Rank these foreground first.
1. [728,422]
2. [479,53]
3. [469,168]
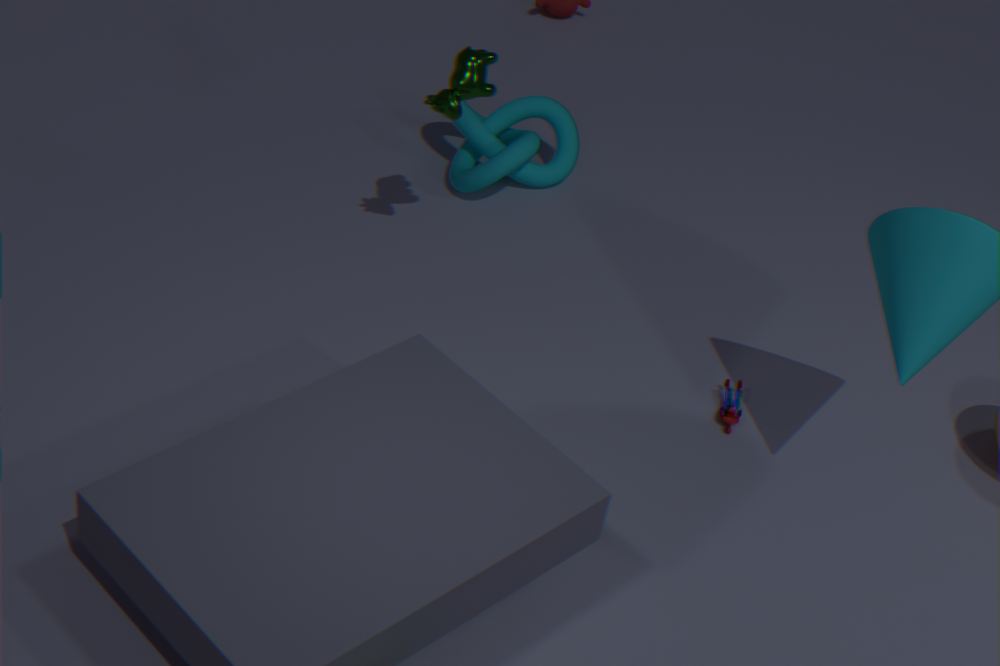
1. [479,53]
2. [728,422]
3. [469,168]
